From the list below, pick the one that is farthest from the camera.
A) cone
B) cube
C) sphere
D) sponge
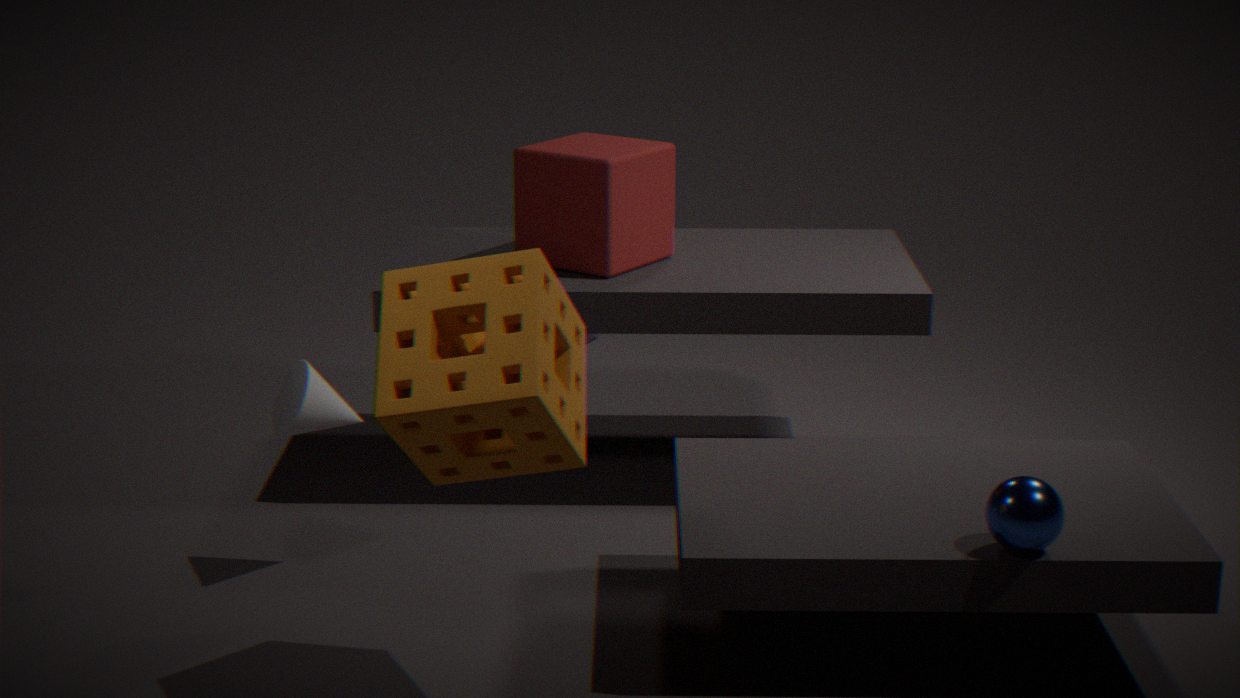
cube
